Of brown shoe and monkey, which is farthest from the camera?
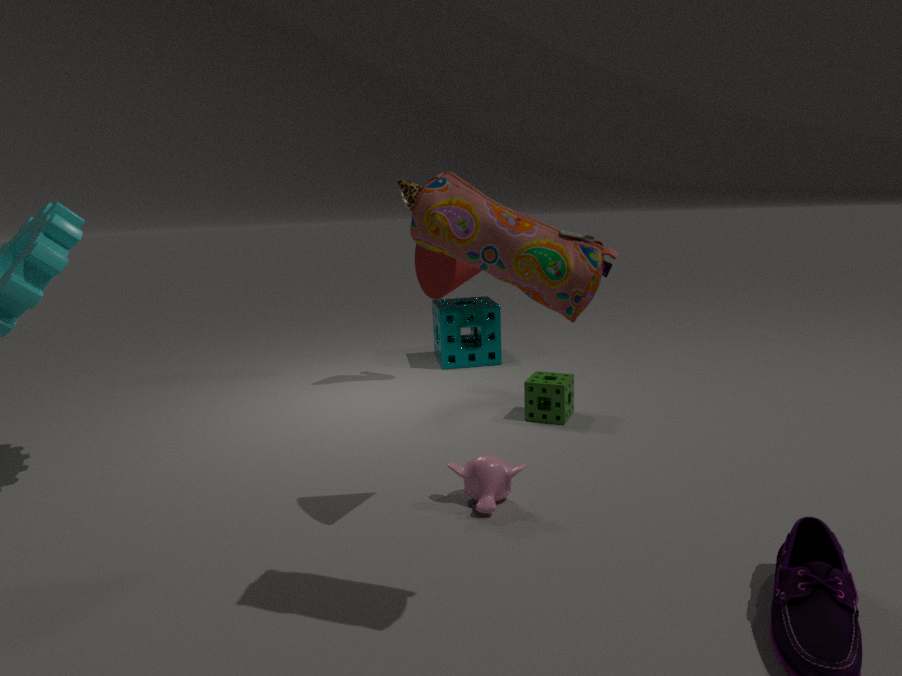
brown shoe
